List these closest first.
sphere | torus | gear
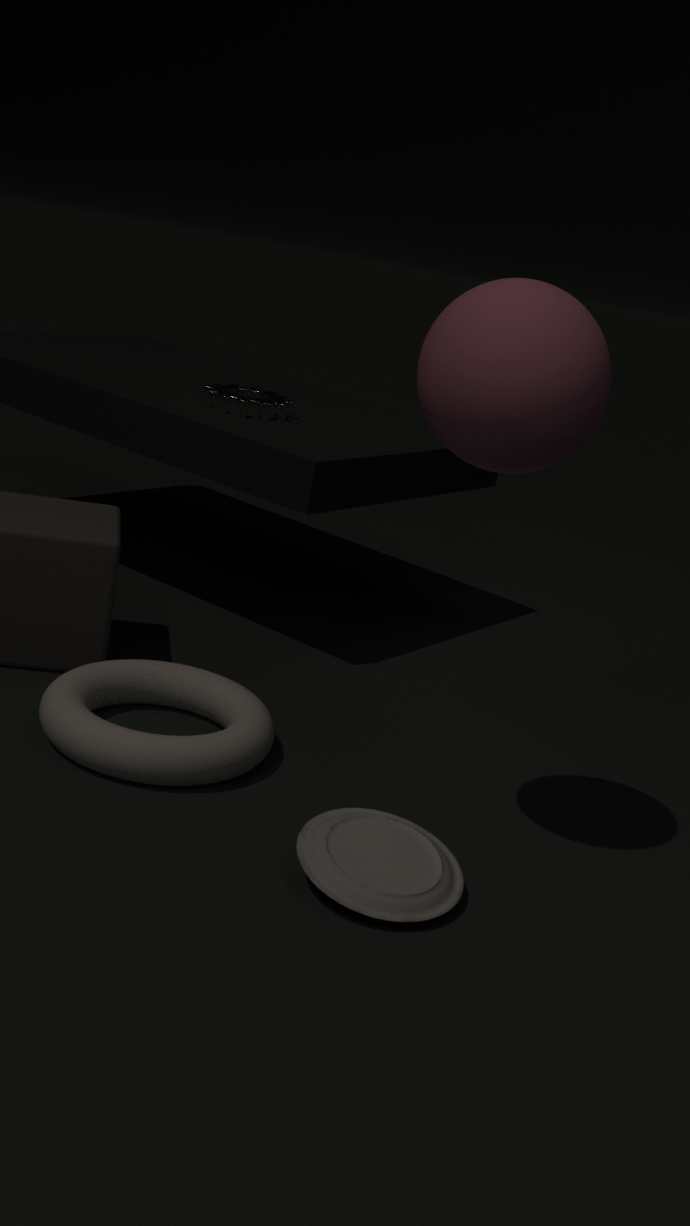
sphere → torus → gear
